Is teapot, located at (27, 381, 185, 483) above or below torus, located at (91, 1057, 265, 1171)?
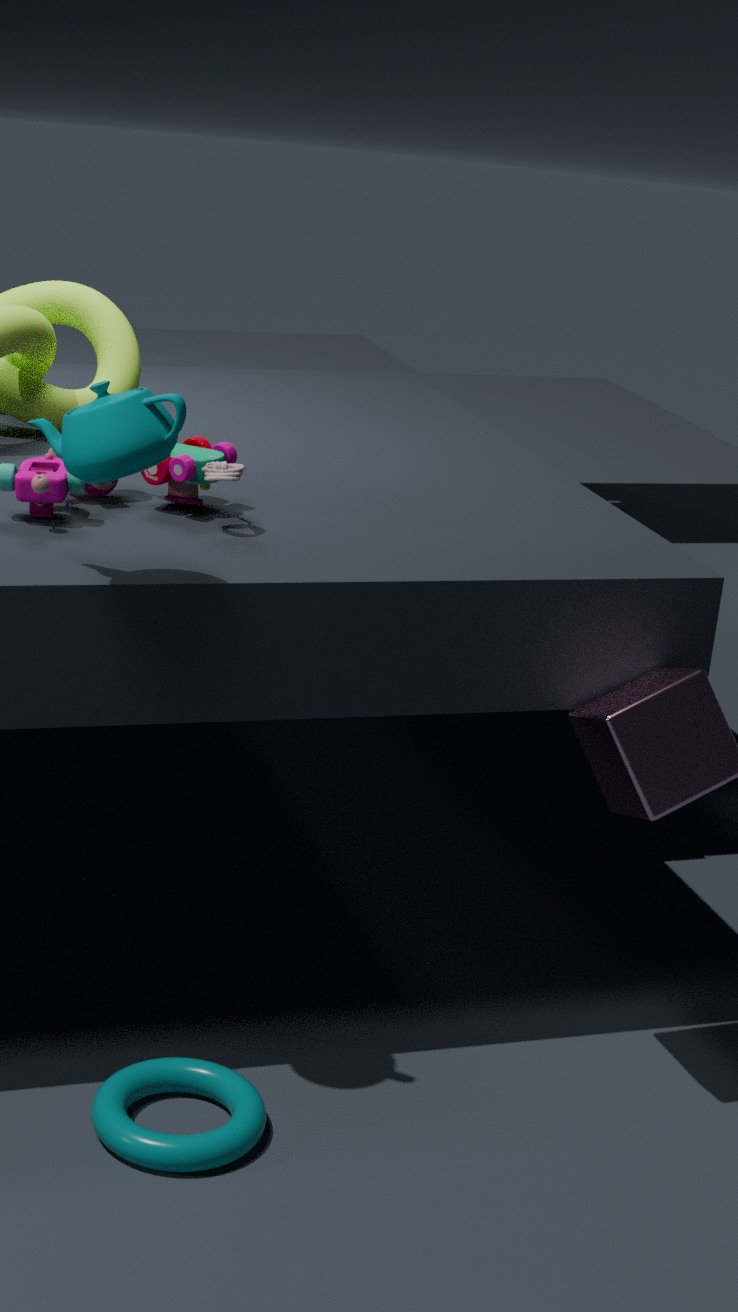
above
